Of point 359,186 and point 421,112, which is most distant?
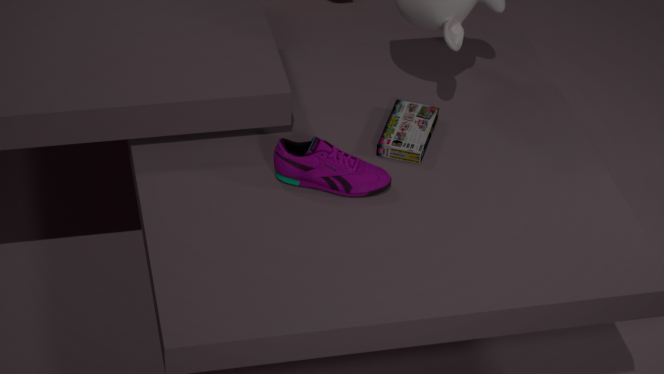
point 421,112
